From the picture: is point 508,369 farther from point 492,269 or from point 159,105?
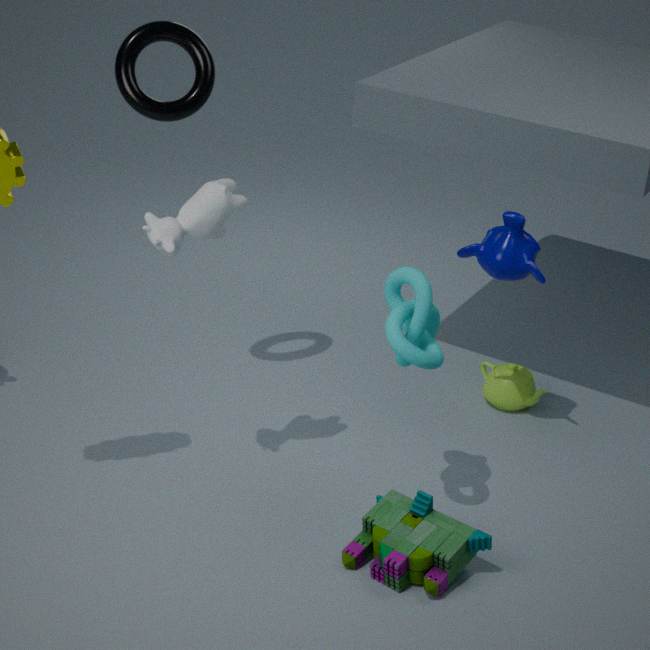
point 159,105
